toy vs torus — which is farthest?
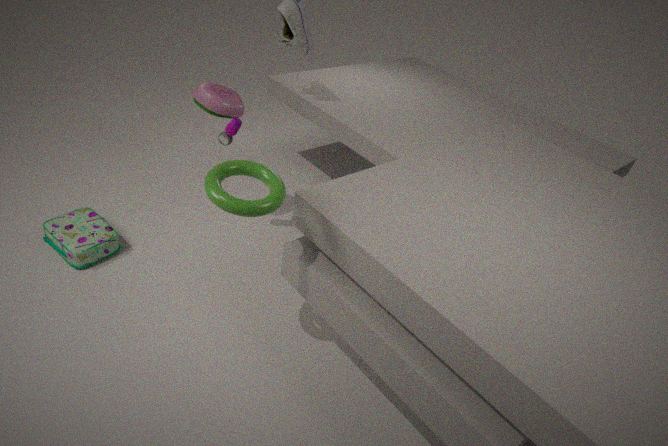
toy
